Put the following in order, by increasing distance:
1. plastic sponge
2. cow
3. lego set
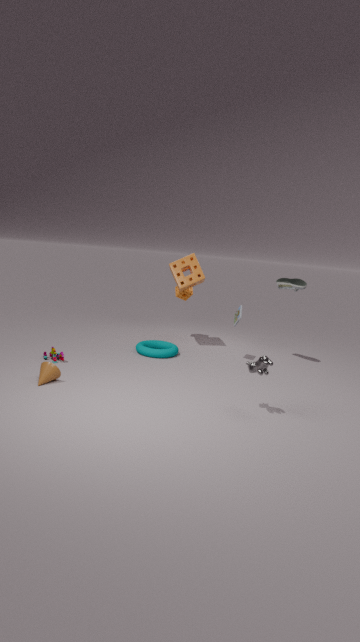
cow, lego set, plastic sponge
